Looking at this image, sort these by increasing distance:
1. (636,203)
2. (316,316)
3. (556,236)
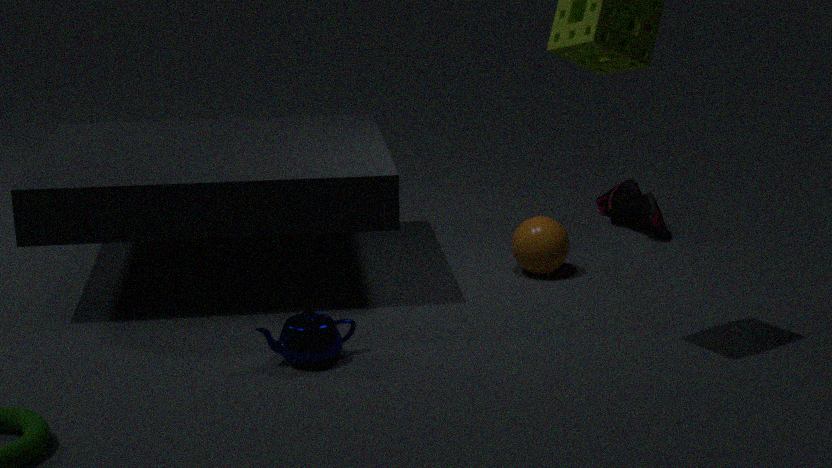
(316,316)
(556,236)
(636,203)
